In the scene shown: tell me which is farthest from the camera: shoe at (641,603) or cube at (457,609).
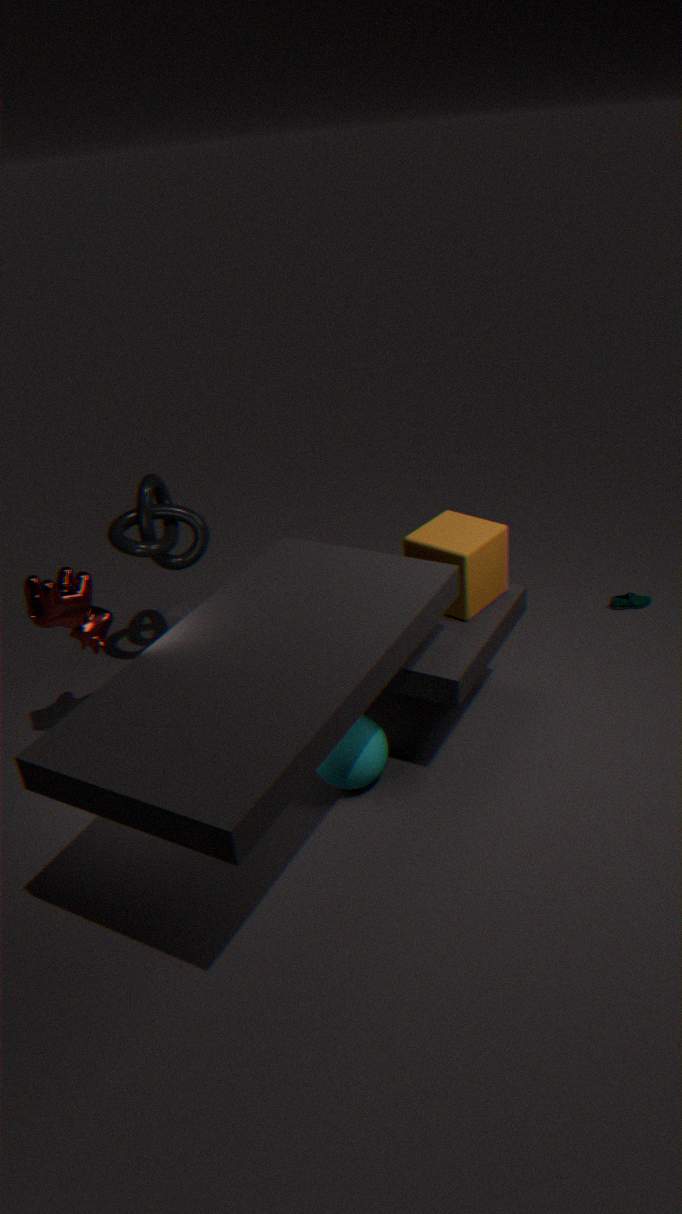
shoe at (641,603)
